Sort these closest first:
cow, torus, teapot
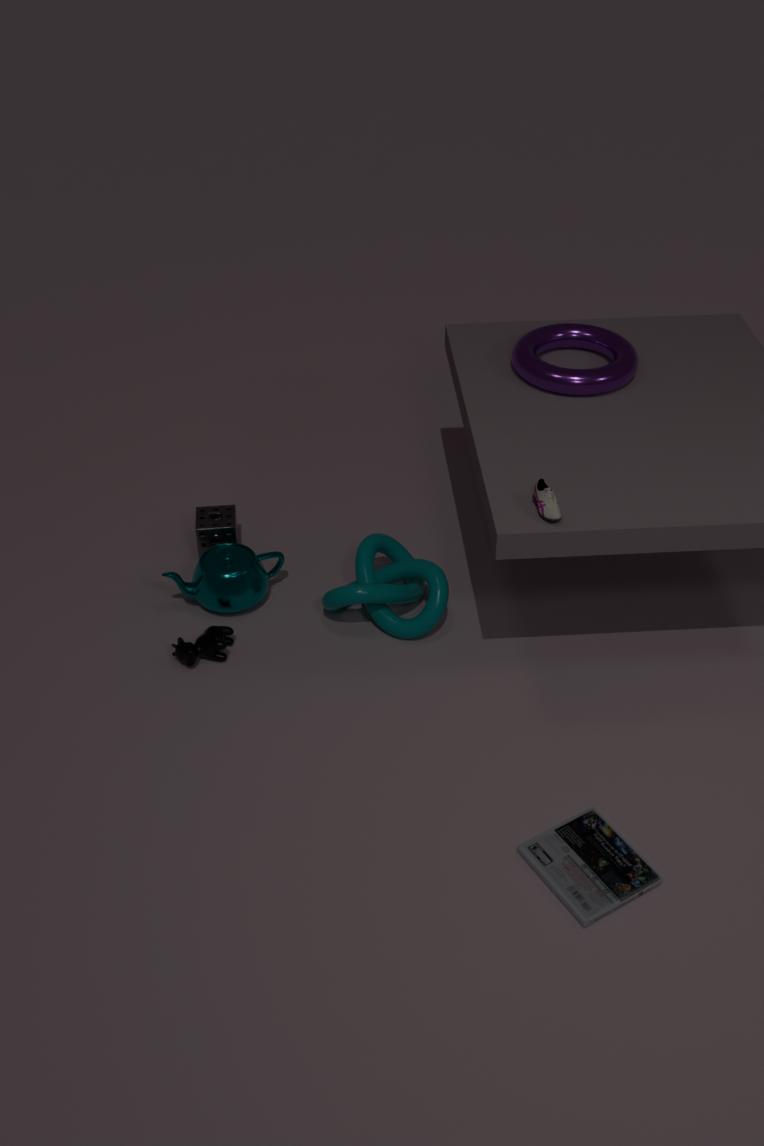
1. cow
2. torus
3. teapot
